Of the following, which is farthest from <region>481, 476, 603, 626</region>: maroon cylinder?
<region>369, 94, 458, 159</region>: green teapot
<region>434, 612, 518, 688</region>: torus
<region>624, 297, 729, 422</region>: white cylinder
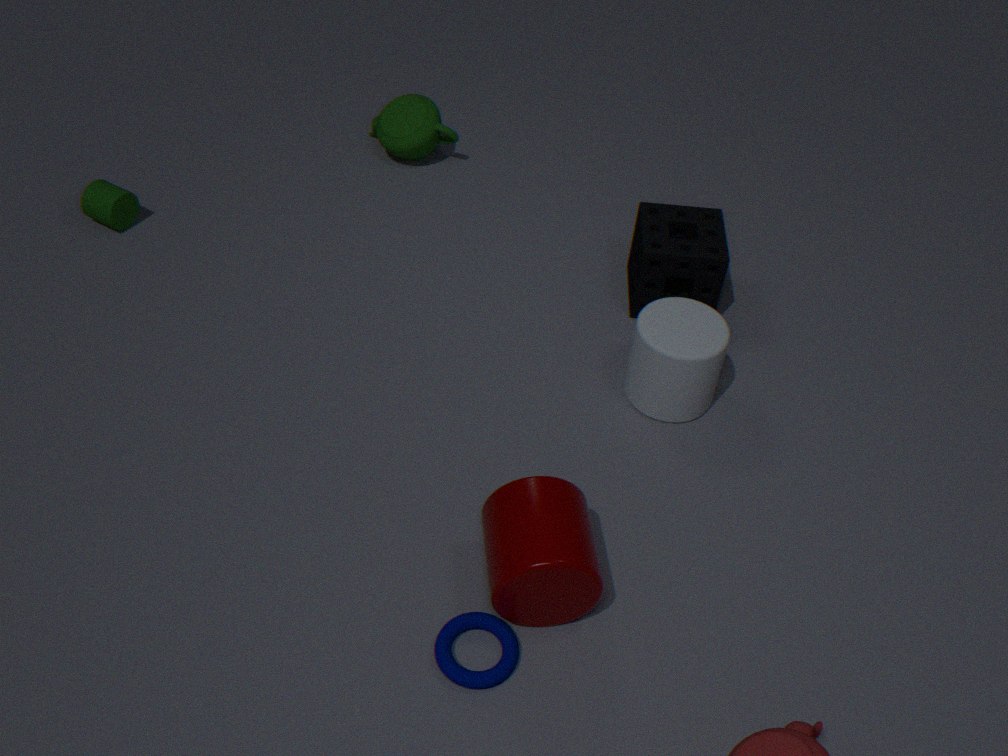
<region>369, 94, 458, 159</region>: green teapot
